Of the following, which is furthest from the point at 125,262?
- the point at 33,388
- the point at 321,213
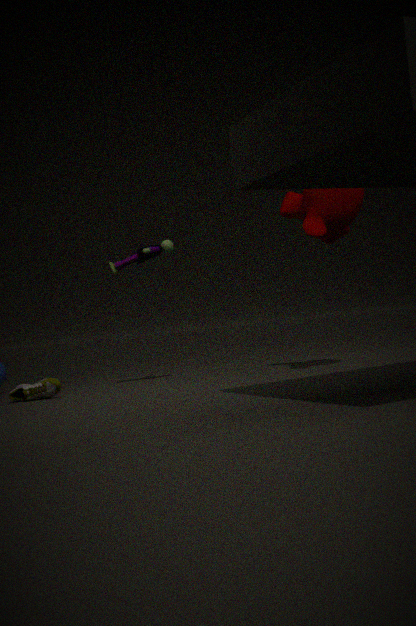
the point at 321,213
